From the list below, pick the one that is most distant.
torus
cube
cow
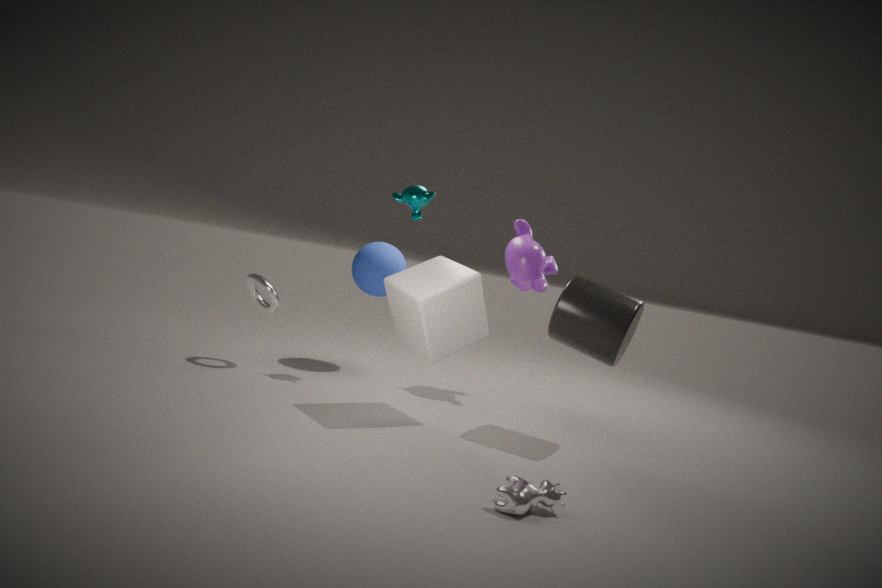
torus
